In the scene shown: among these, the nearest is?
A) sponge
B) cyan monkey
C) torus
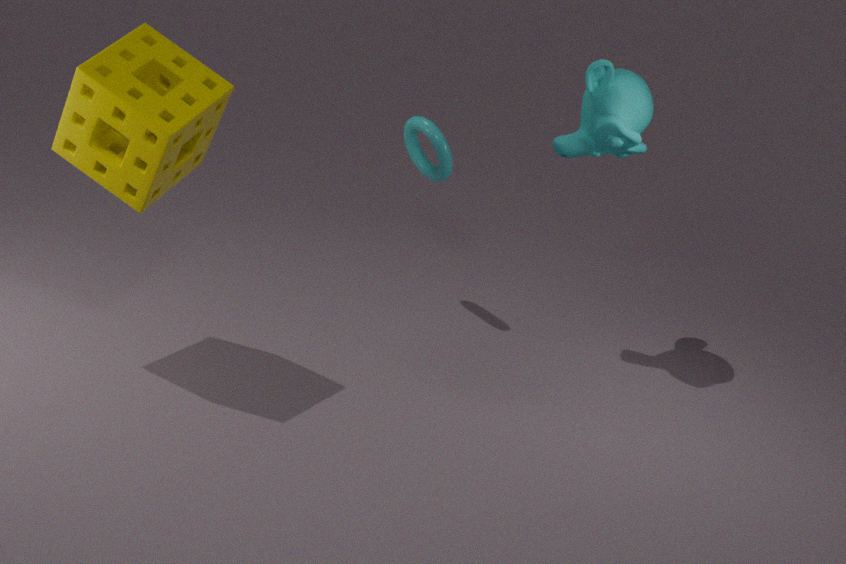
sponge
